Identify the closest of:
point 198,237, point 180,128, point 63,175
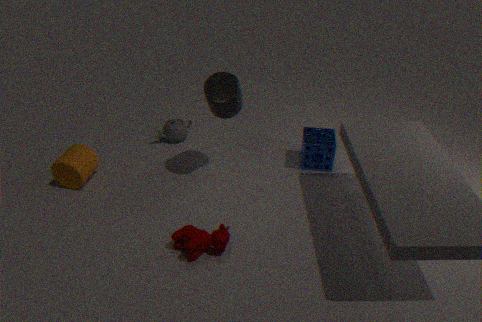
point 198,237
